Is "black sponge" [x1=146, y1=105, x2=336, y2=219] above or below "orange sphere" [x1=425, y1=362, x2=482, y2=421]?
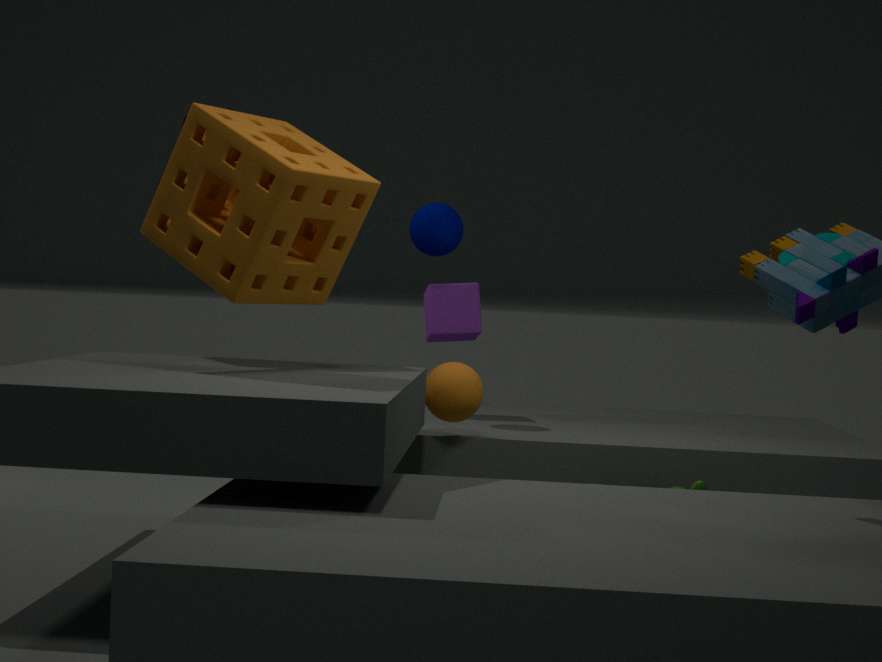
above
